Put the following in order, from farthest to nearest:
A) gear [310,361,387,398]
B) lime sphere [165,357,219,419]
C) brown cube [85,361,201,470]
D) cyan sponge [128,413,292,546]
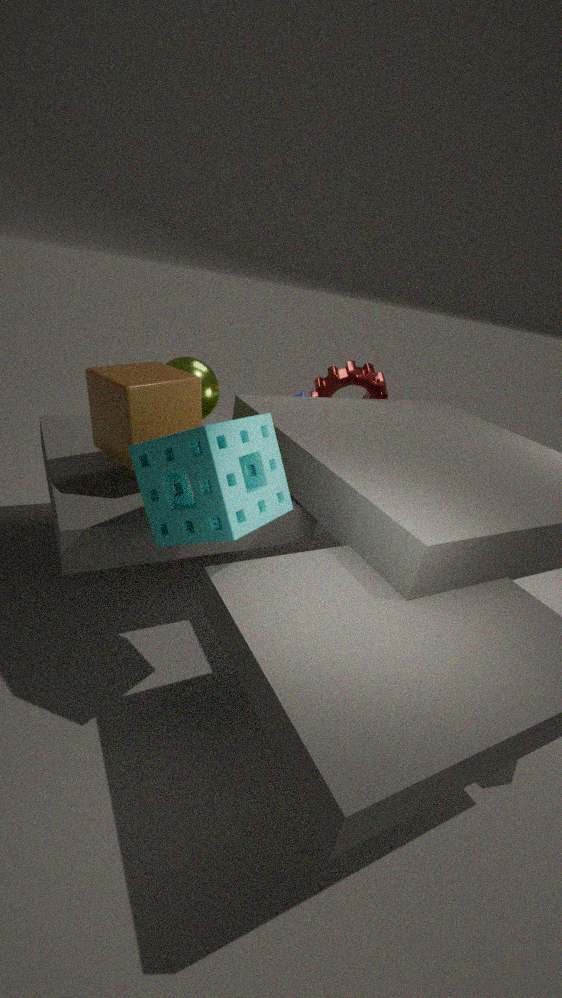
1. gear [310,361,387,398]
2. lime sphere [165,357,219,419]
3. brown cube [85,361,201,470]
4. cyan sponge [128,413,292,546]
